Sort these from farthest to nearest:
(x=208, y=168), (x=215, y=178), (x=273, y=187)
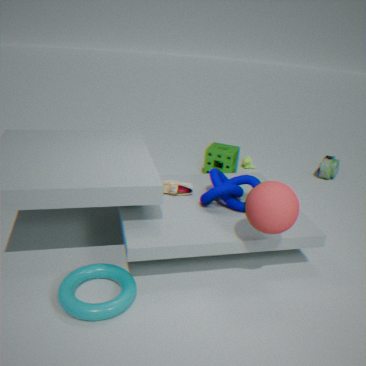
(x=208, y=168), (x=215, y=178), (x=273, y=187)
